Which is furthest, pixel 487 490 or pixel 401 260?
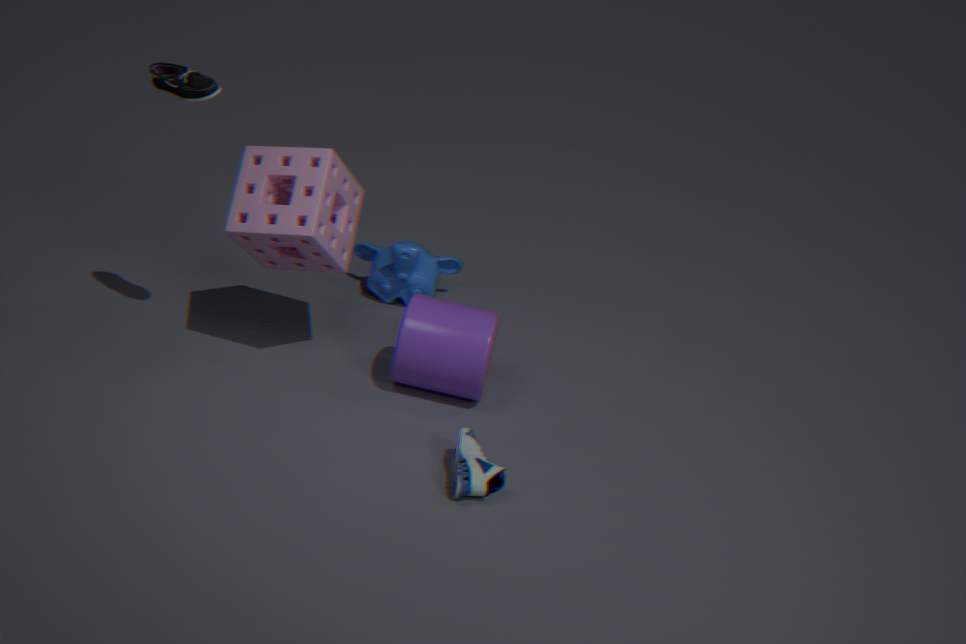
pixel 401 260
